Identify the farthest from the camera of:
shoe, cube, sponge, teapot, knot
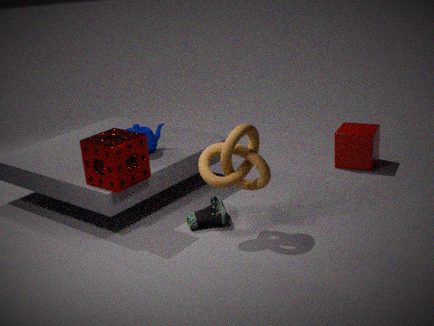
cube
